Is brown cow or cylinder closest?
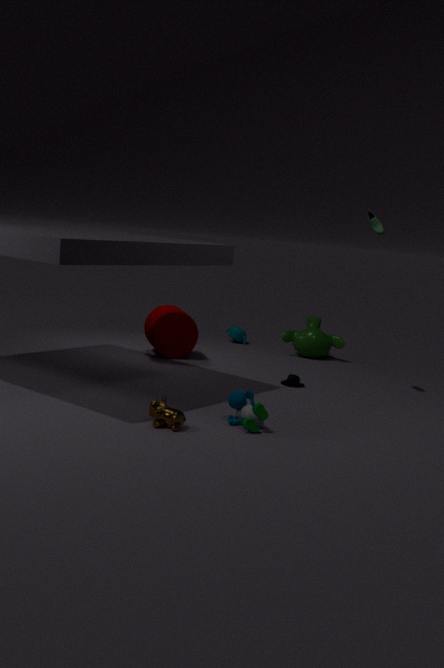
brown cow
